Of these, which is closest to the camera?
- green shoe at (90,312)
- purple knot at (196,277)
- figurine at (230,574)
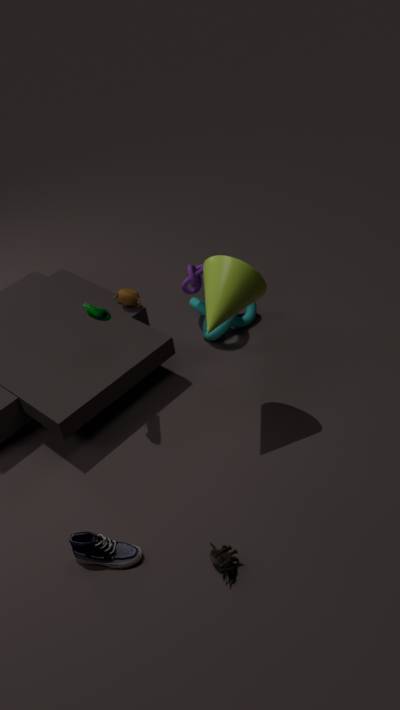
figurine at (230,574)
